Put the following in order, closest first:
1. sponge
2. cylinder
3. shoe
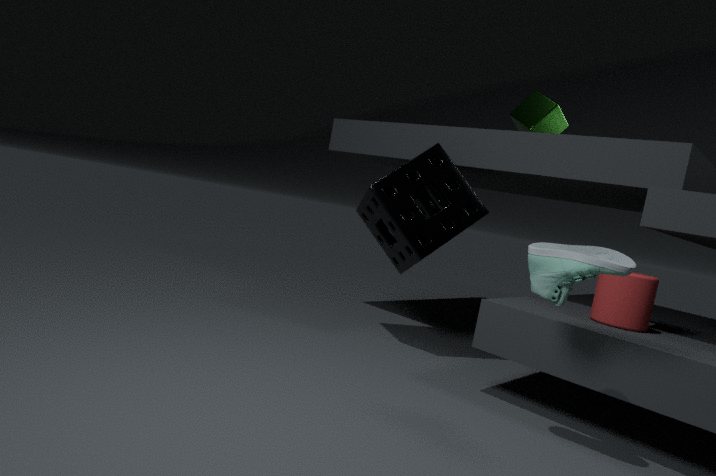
shoe → cylinder → sponge
